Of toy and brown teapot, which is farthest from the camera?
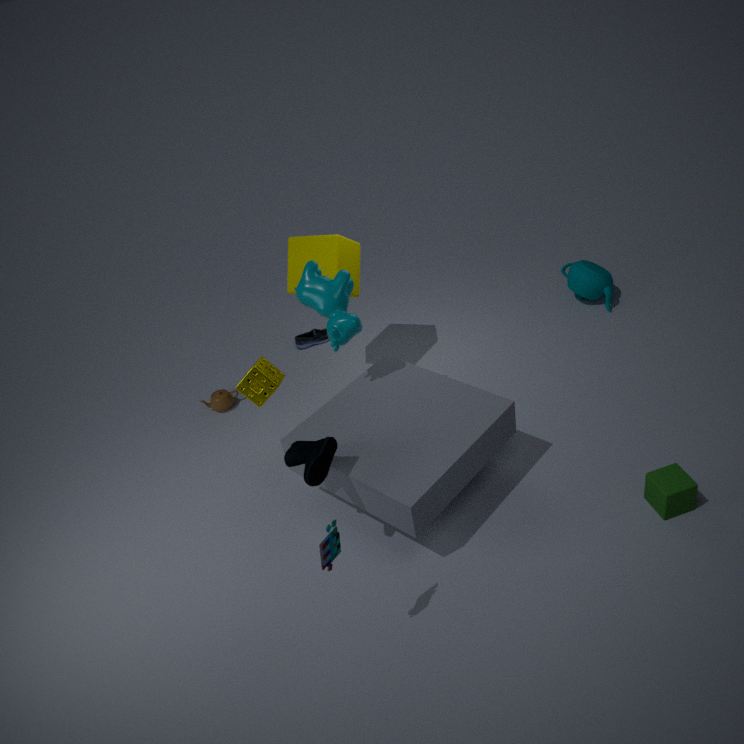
brown teapot
